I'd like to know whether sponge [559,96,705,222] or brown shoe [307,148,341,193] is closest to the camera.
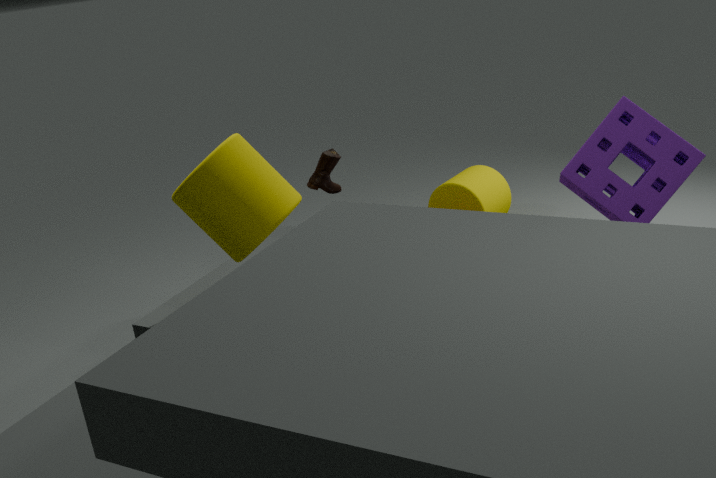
sponge [559,96,705,222]
